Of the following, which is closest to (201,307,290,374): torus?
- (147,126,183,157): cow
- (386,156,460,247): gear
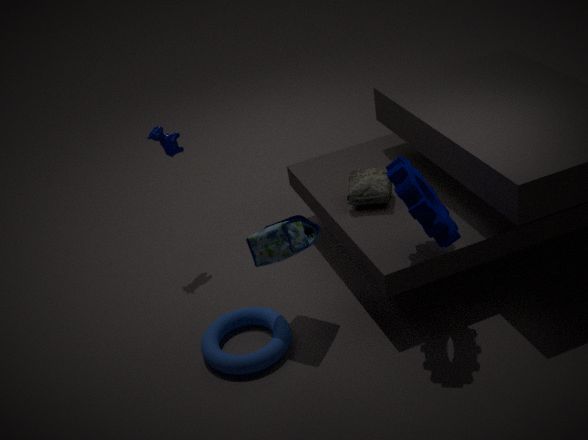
(386,156,460,247): gear
